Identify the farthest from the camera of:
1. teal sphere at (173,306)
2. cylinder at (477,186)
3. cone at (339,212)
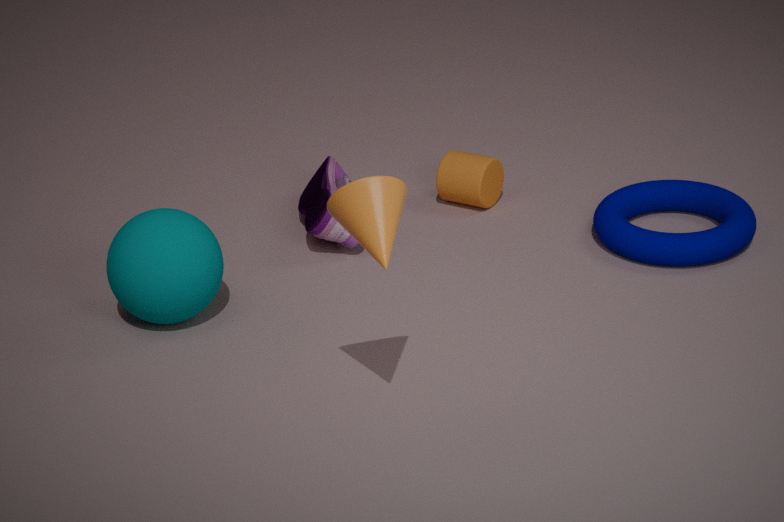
cylinder at (477,186)
